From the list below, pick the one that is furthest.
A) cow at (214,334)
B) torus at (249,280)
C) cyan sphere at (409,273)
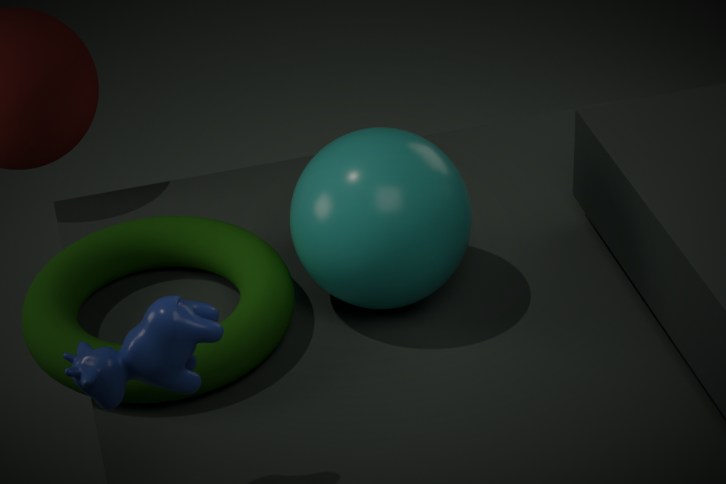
cyan sphere at (409,273)
